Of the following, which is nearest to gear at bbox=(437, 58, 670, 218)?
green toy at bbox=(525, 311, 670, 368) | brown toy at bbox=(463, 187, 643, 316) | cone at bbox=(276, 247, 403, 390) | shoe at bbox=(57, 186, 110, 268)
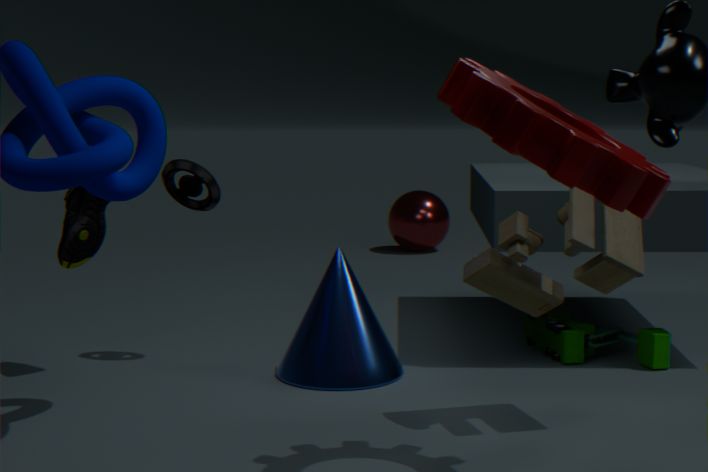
brown toy at bbox=(463, 187, 643, 316)
